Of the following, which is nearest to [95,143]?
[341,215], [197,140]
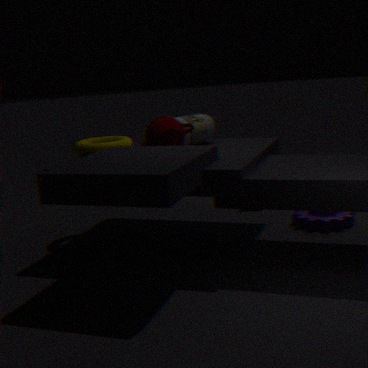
[197,140]
